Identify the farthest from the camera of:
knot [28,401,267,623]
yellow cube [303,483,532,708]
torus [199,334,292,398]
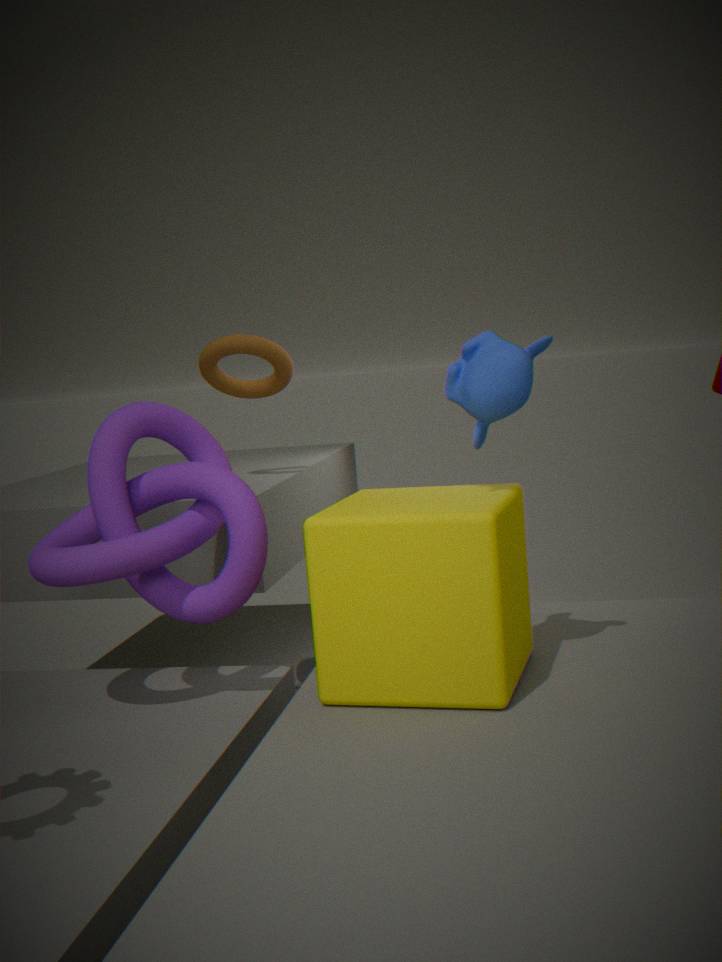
torus [199,334,292,398]
